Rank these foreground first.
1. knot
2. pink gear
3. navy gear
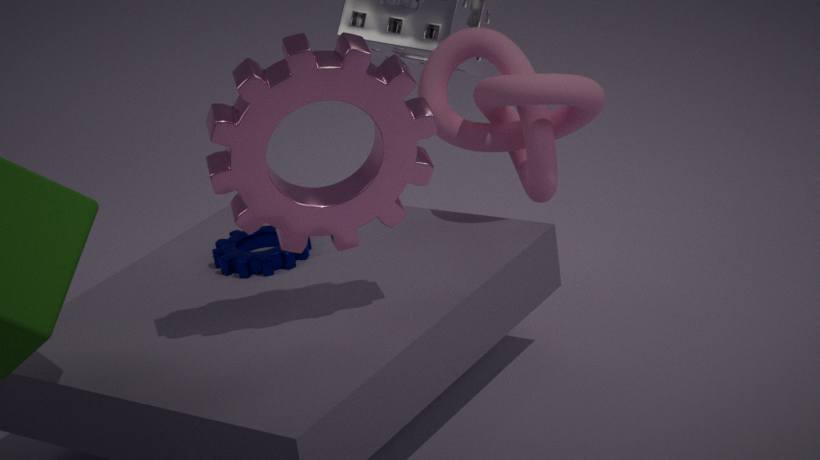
pink gear
knot
navy gear
